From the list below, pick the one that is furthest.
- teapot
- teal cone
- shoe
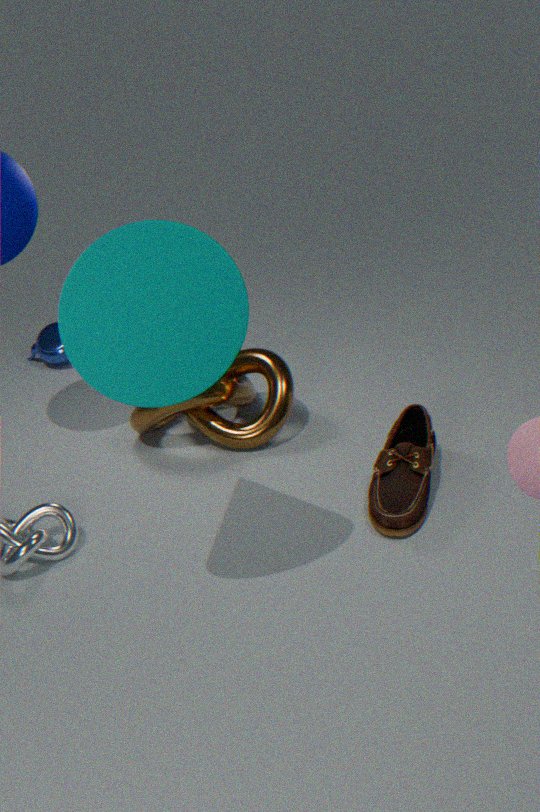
teapot
